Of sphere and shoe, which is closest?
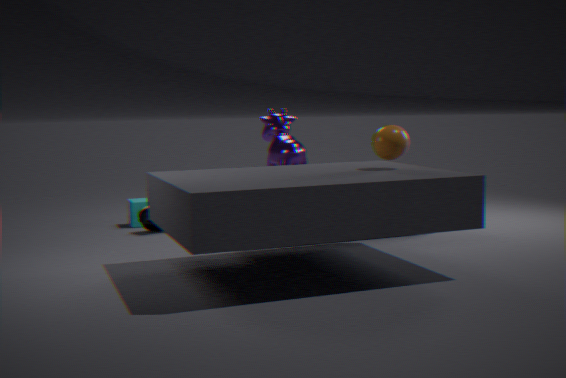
sphere
